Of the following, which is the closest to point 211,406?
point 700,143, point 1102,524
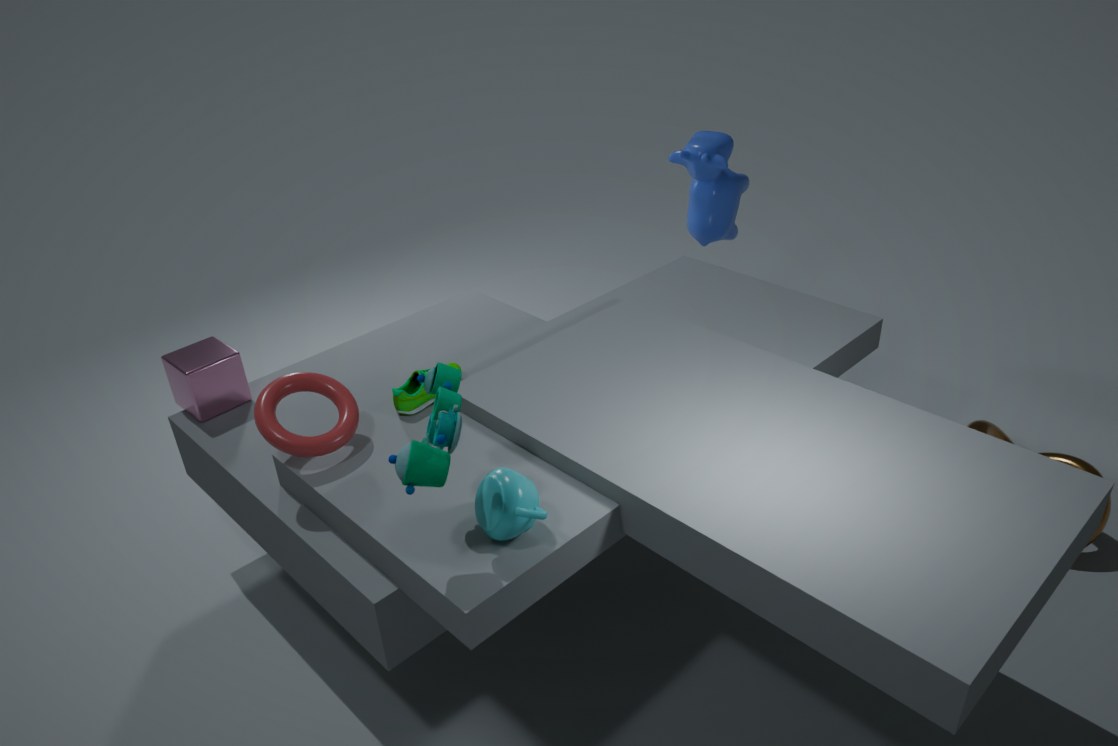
point 700,143
